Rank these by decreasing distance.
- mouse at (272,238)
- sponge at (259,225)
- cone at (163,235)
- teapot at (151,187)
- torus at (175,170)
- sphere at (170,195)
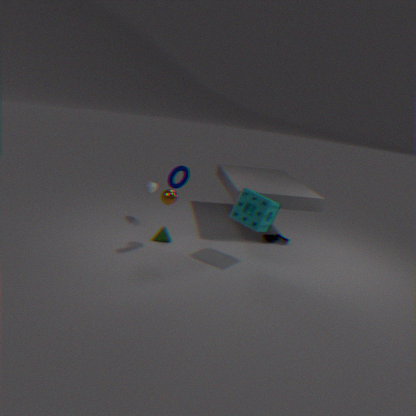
mouse at (272,238), teapot at (151,187), cone at (163,235), sphere at (170,195), sponge at (259,225), torus at (175,170)
